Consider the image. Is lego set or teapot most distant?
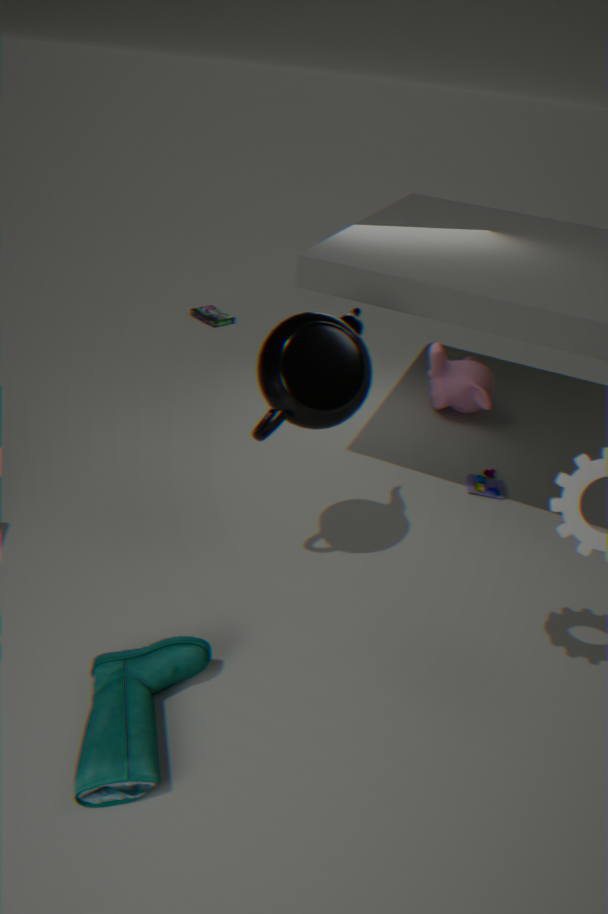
lego set
